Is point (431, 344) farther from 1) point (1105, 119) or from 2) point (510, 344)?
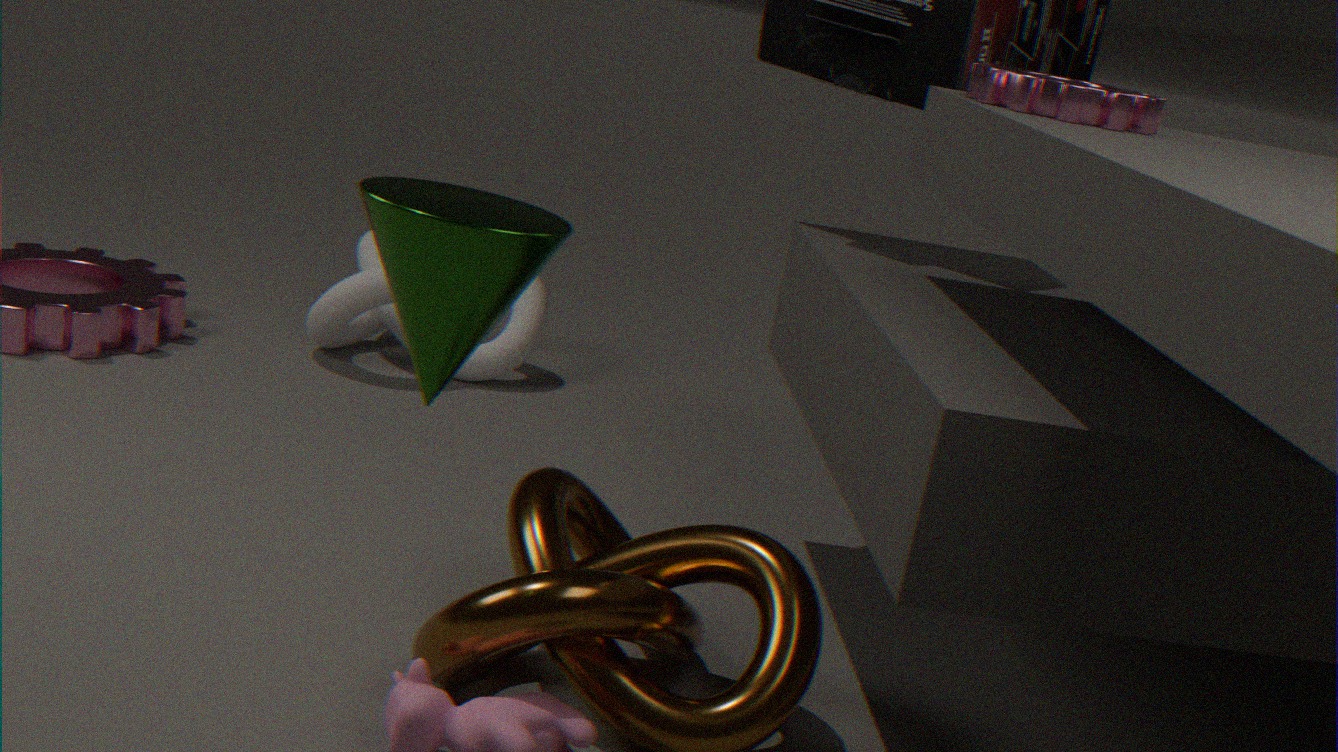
2) point (510, 344)
